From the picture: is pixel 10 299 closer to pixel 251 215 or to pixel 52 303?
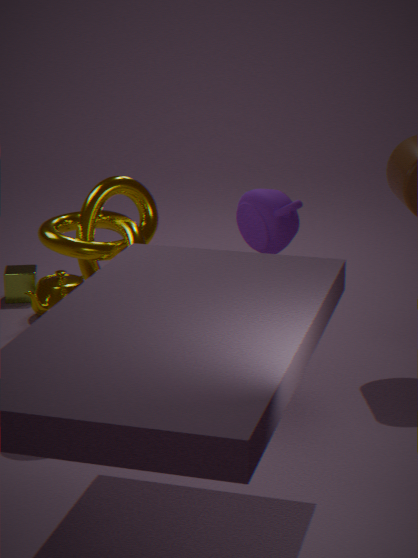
pixel 52 303
